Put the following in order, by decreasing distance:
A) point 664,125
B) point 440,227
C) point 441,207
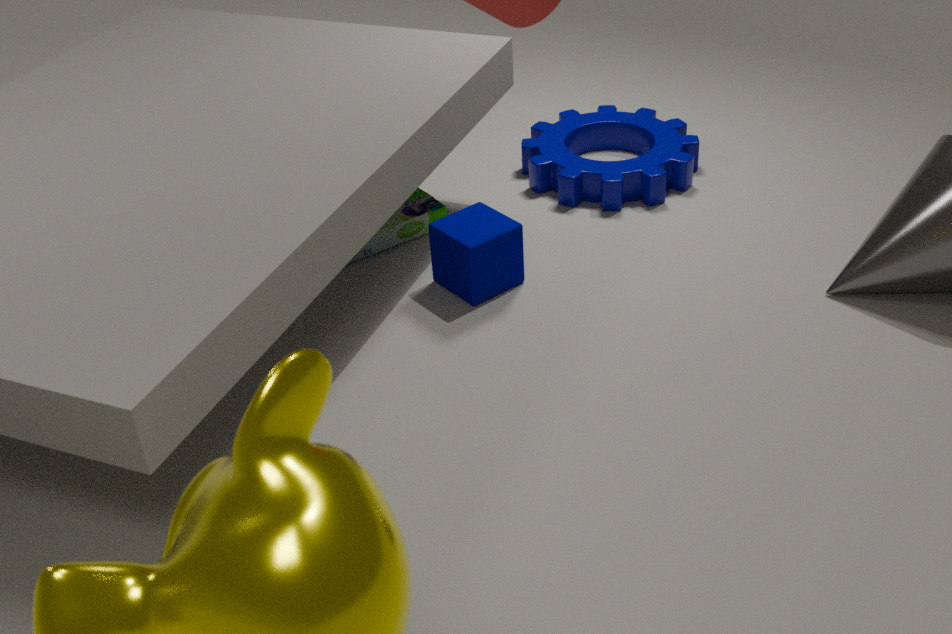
point 664,125 < point 441,207 < point 440,227
